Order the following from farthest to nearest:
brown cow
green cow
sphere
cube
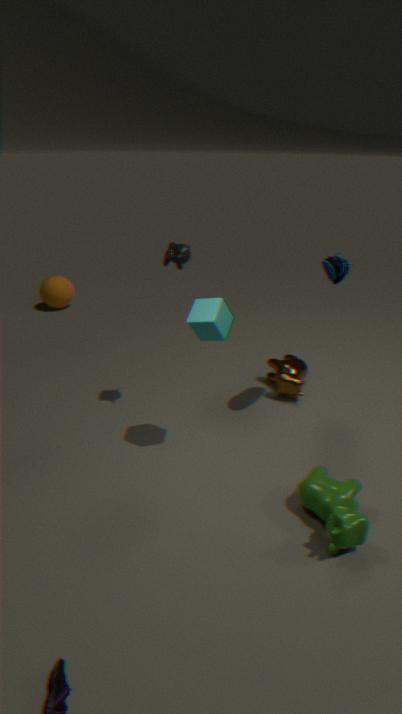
sphere < brown cow < cube < green cow
